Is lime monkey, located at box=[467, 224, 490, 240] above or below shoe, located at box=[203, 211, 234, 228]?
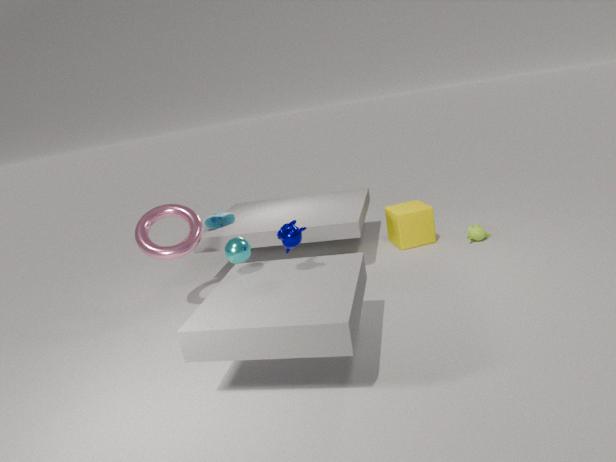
below
